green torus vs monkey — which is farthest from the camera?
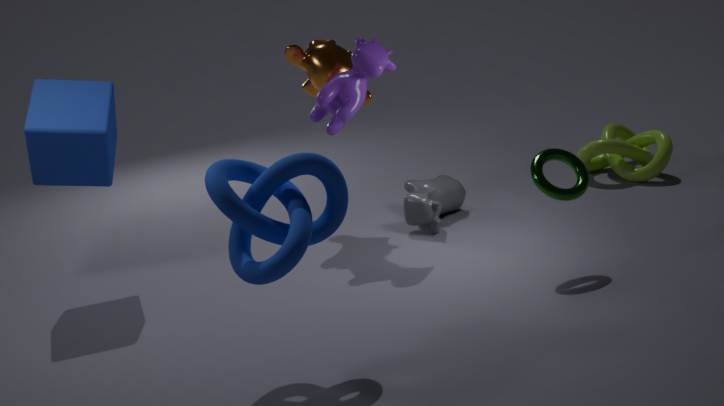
monkey
